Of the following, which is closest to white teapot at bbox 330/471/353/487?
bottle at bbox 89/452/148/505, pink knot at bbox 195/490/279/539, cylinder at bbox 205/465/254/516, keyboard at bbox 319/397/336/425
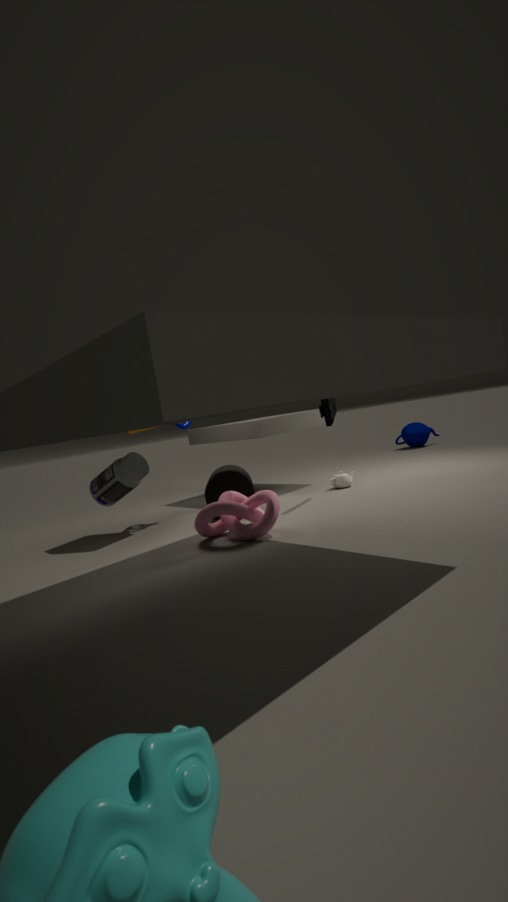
keyboard at bbox 319/397/336/425
